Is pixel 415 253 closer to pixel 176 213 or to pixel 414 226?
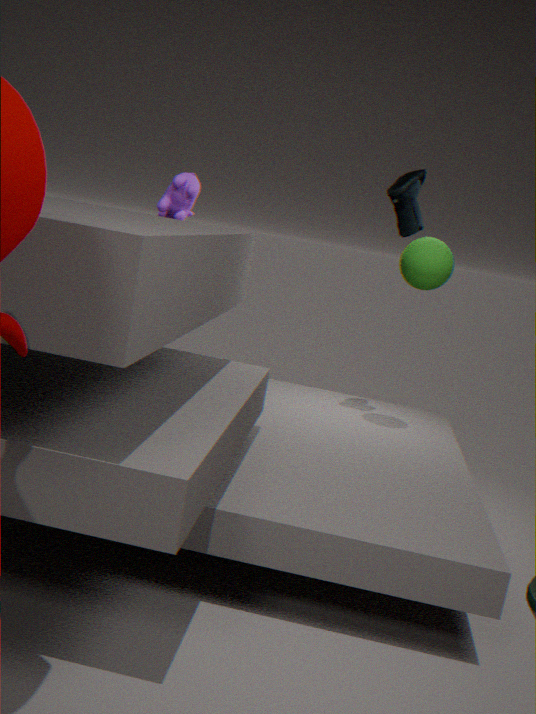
pixel 414 226
